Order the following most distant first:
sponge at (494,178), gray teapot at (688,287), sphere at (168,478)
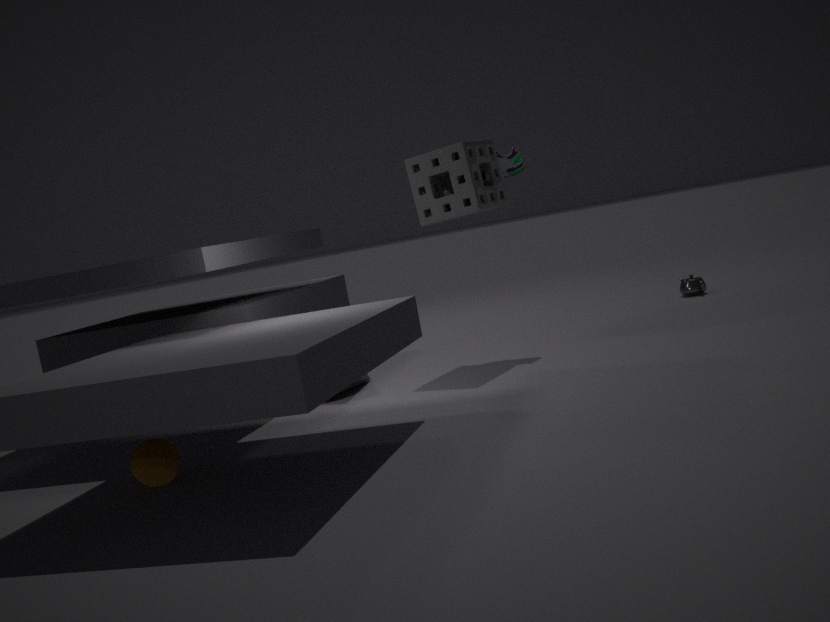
gray teapot at (688,287) → sponge at (494,178) → sphere at (168,478)
